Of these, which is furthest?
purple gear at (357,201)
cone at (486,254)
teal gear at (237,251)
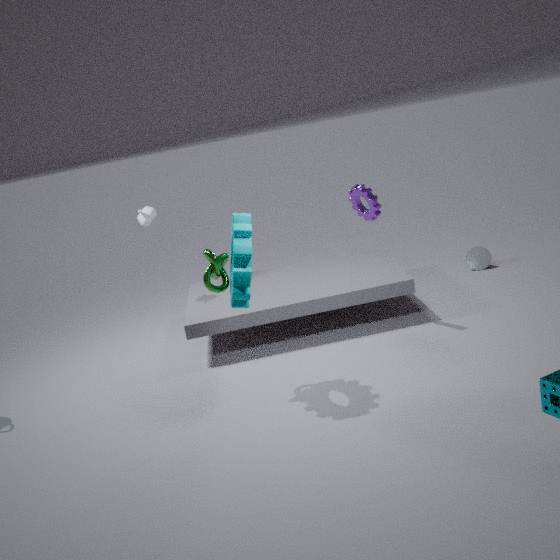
cone at (486,254)
